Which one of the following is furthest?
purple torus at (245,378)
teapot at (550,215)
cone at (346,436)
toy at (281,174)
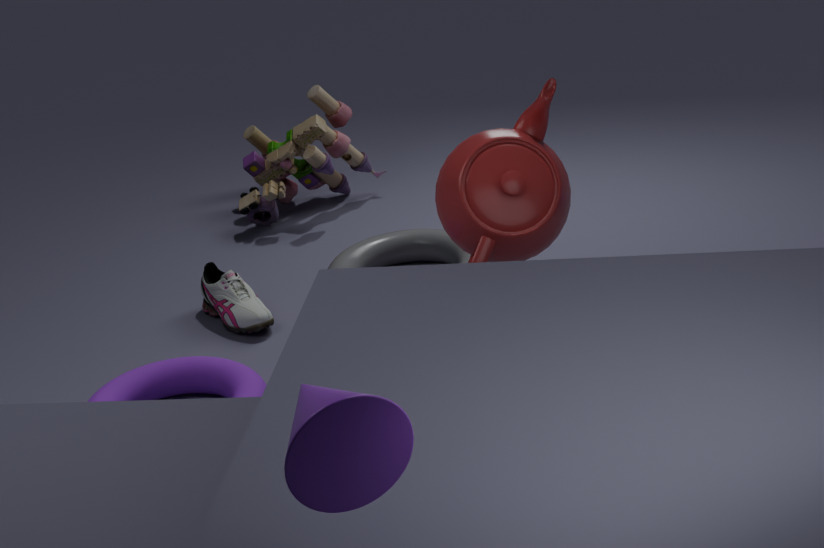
toy at (281,174)
